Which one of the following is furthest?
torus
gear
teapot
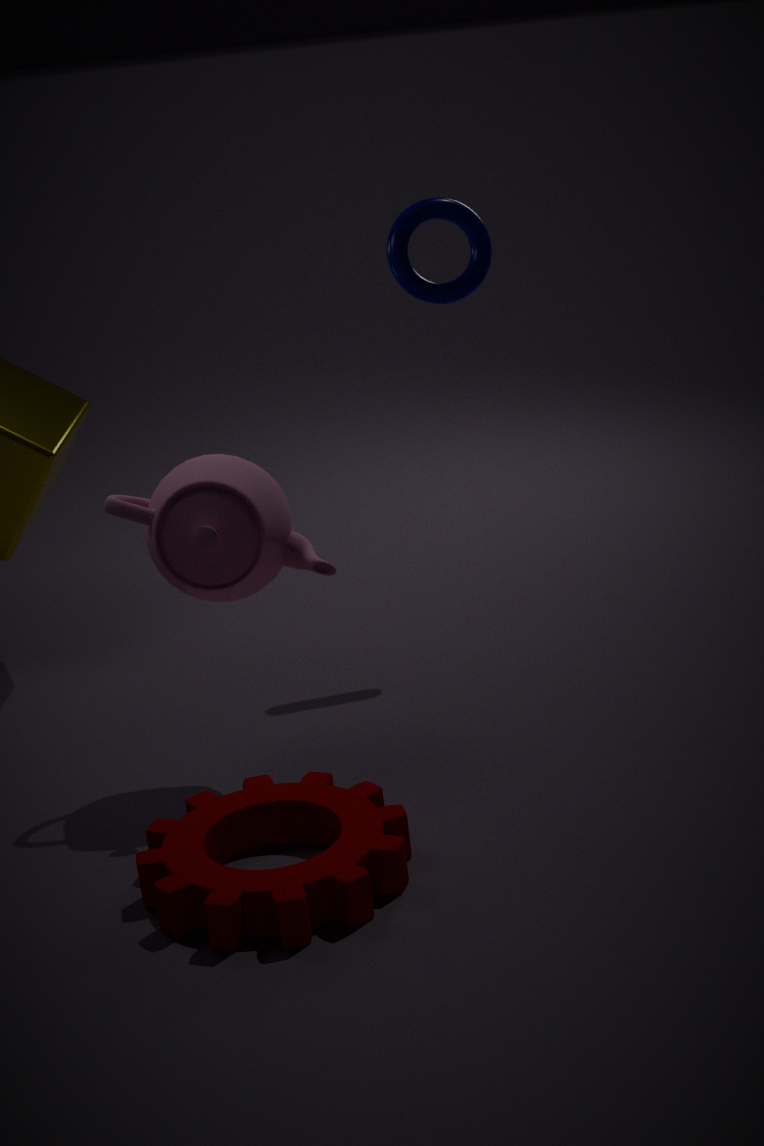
torus
